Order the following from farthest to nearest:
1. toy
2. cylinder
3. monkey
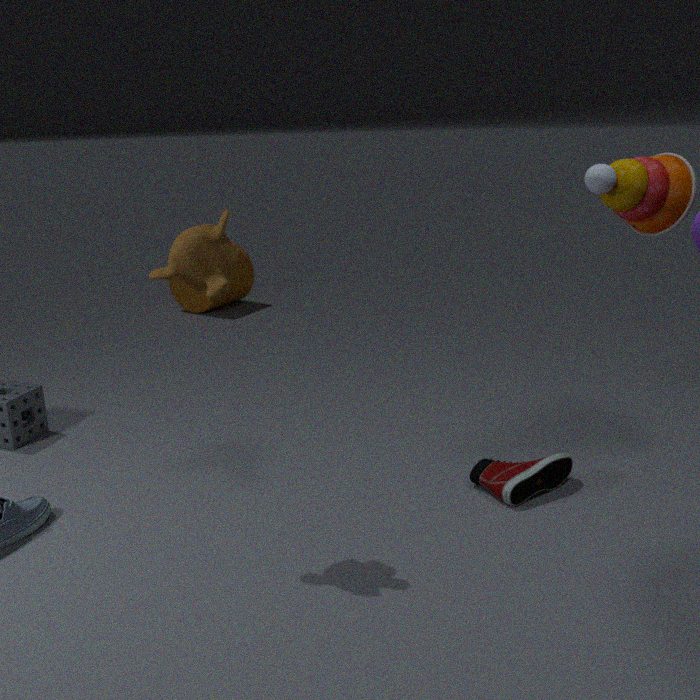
cylinder → toy → monkey
